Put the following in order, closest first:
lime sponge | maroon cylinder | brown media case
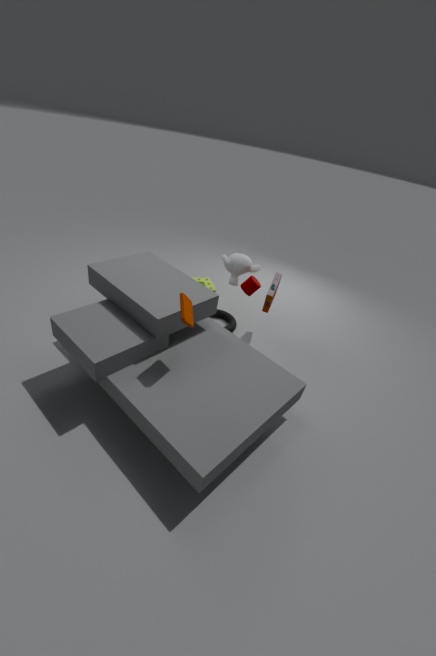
brown media case, maroon cylinder, lime sponge
